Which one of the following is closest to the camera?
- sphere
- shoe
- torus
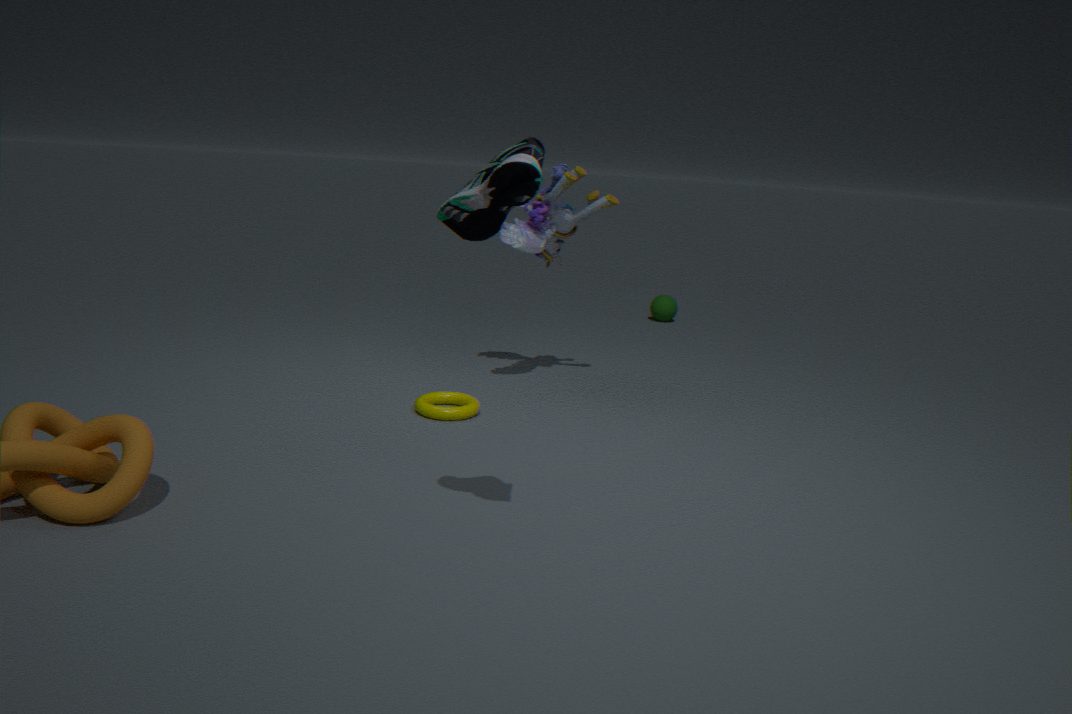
shoe
